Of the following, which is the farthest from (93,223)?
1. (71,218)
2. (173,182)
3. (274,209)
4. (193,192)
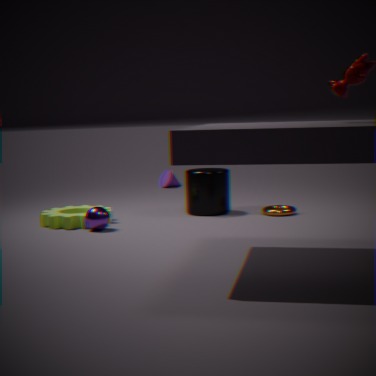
(173,182)
